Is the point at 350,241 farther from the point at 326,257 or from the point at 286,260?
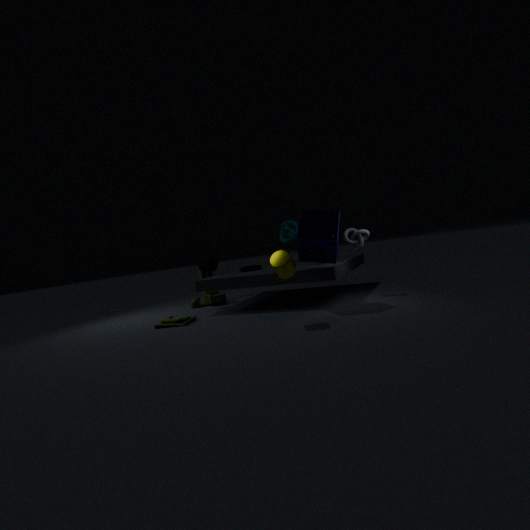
the point at 286,260
